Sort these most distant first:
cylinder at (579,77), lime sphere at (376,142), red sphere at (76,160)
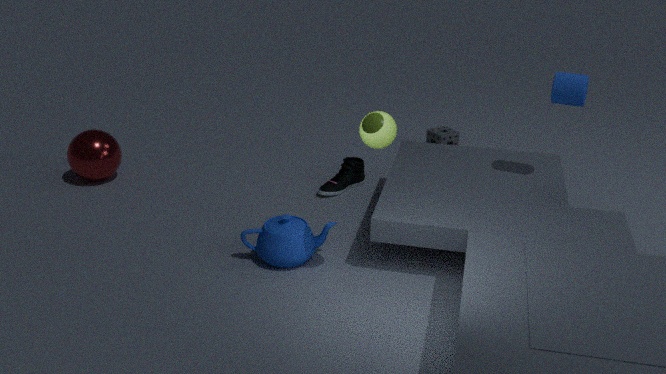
Result: 1. red sphere at (76,160)
2. cylinder at (579,77)
3. lime sphere at (376,142)
